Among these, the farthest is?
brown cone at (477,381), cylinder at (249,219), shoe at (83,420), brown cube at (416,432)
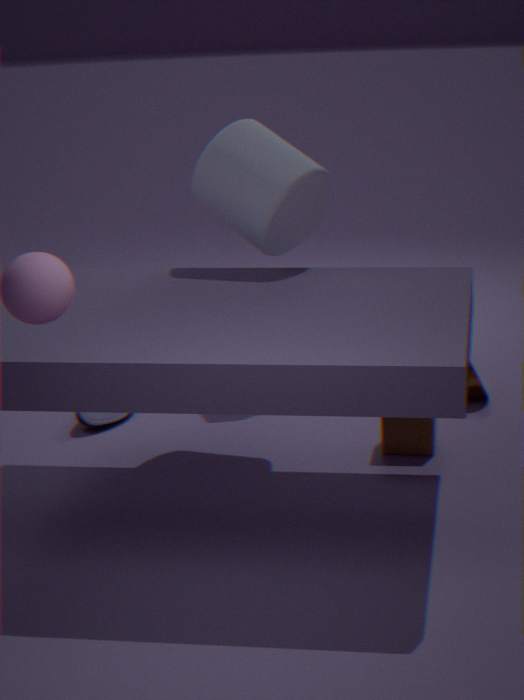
brown cone at (477,381)
